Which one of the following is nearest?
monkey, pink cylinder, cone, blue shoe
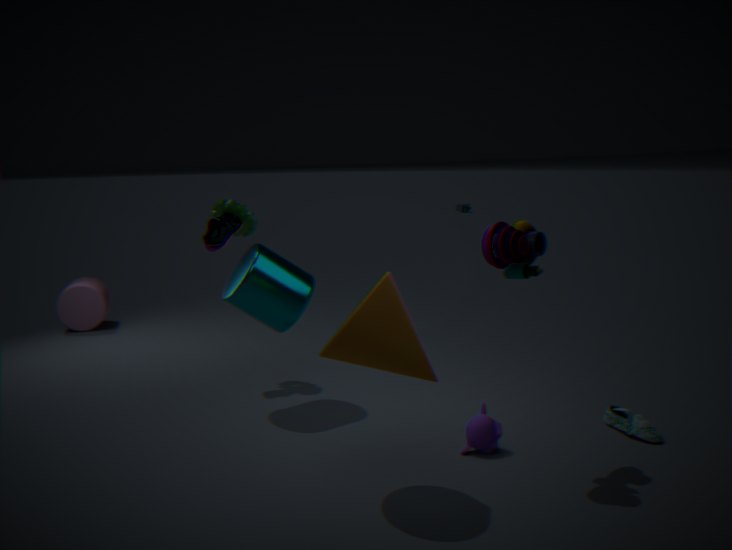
cone
